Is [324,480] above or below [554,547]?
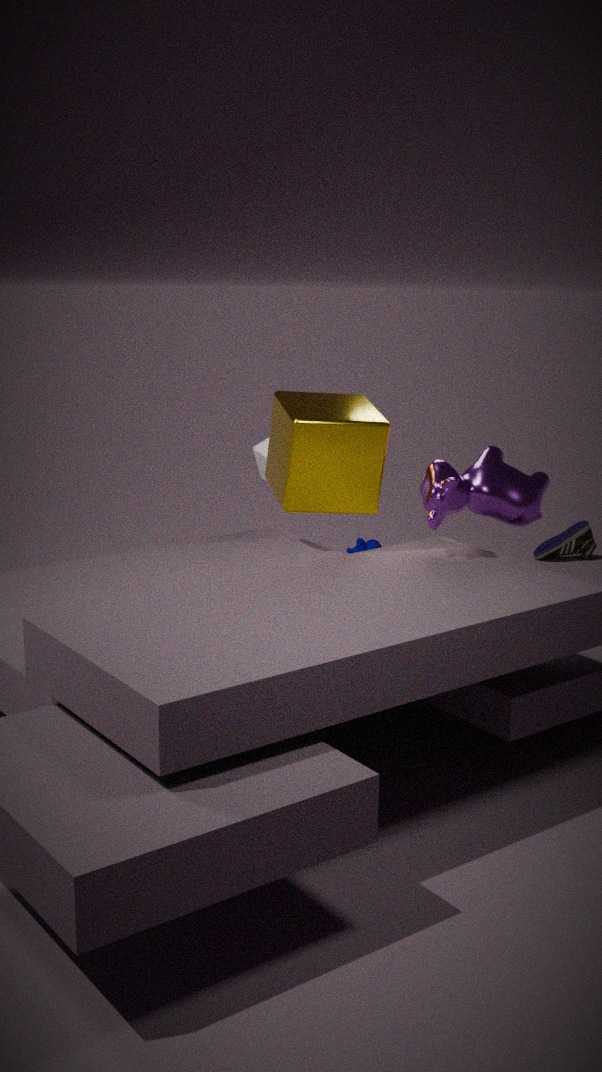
above
